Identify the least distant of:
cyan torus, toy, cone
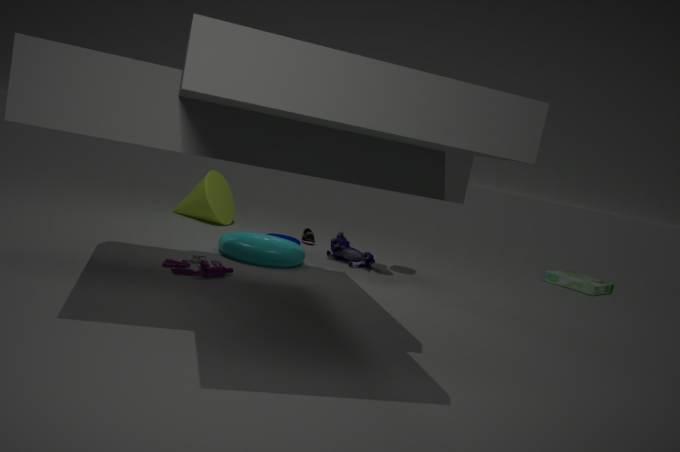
toy
